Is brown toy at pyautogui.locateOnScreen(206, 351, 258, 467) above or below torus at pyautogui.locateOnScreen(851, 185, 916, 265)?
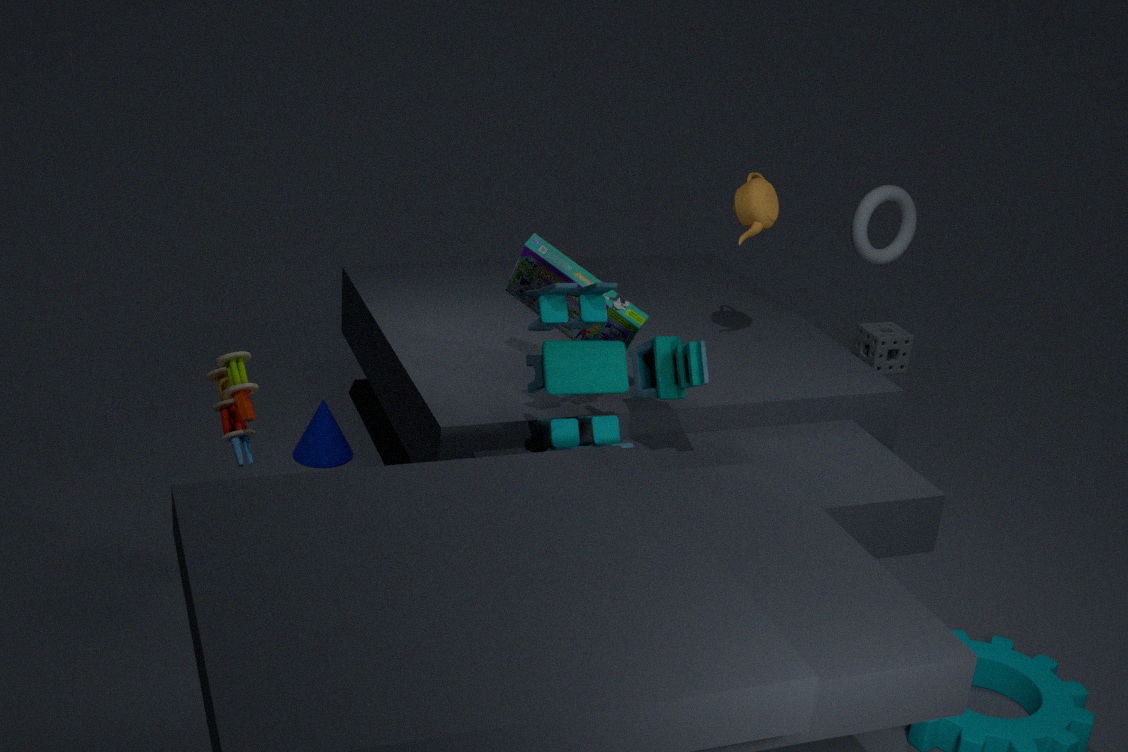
below
